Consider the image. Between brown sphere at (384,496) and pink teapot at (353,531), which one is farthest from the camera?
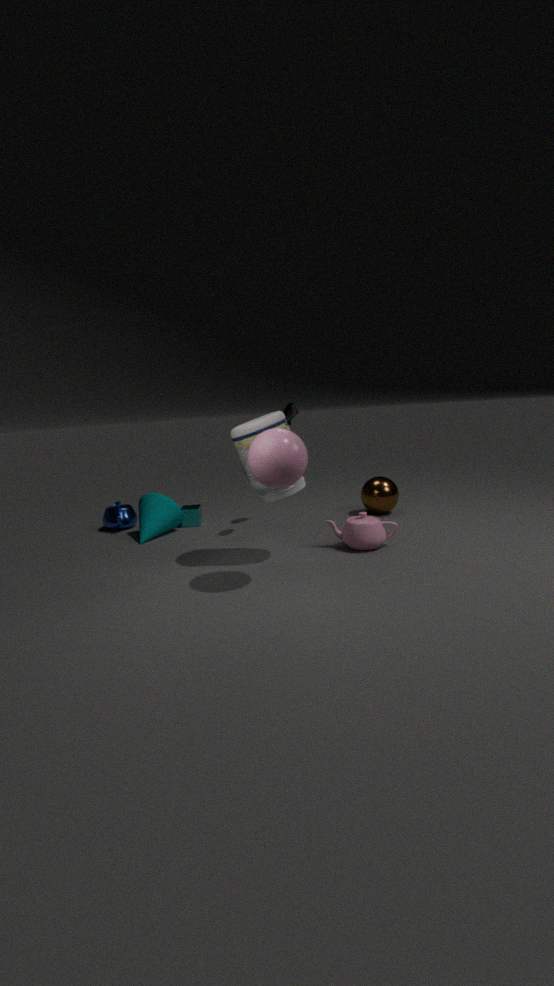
brown sphere at (384,496)
